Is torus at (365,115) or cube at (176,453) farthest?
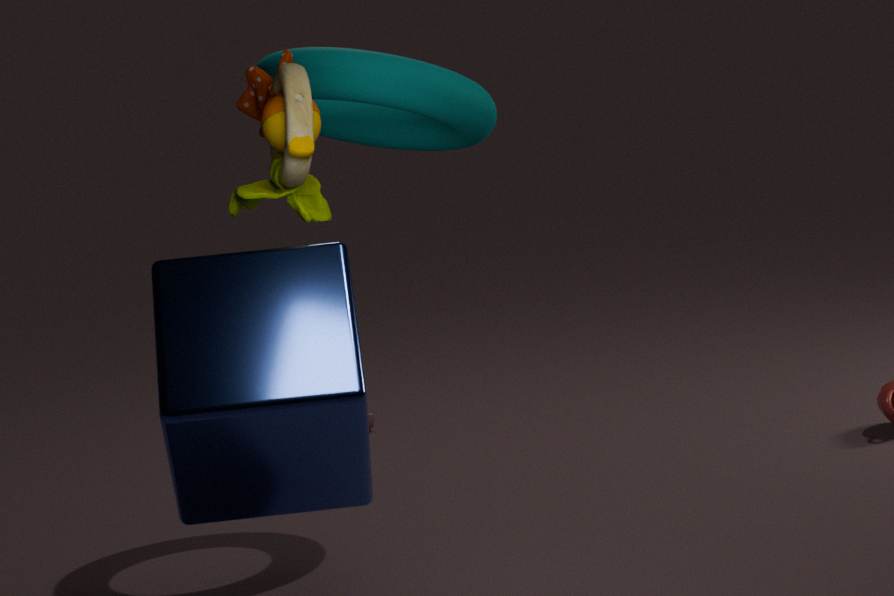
torus at (365,115)
